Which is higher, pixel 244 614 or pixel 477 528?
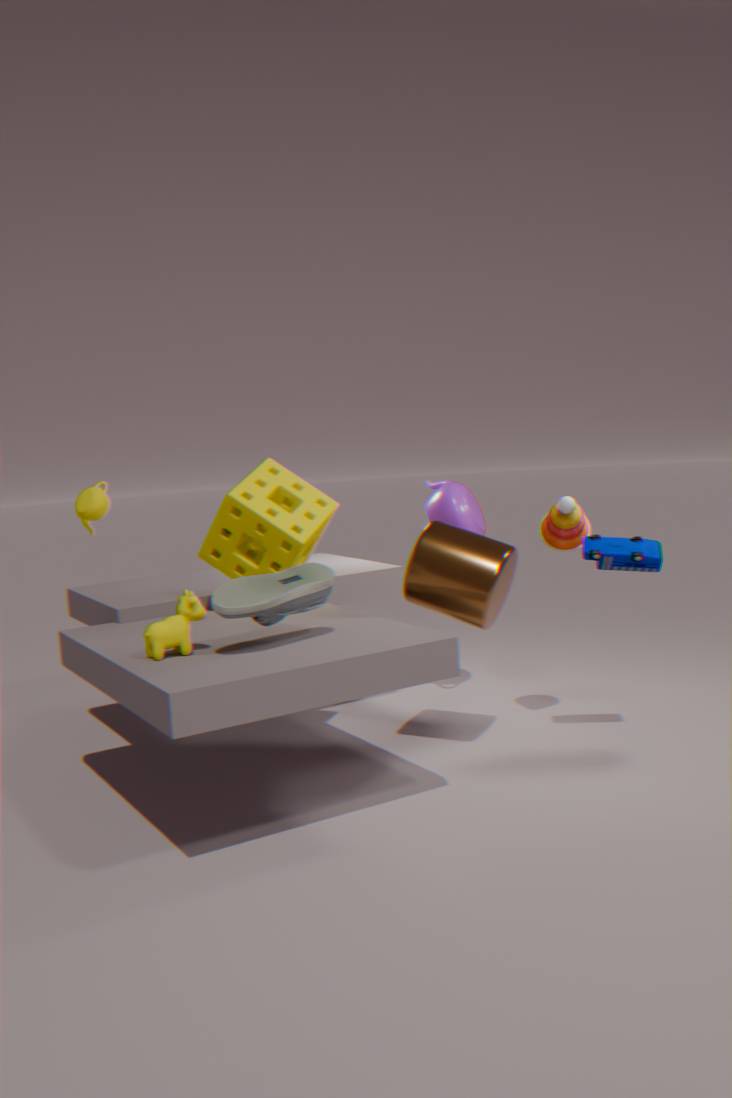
pixel 477 528
